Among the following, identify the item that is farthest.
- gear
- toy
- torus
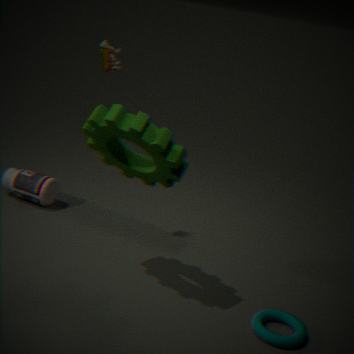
A: toy
